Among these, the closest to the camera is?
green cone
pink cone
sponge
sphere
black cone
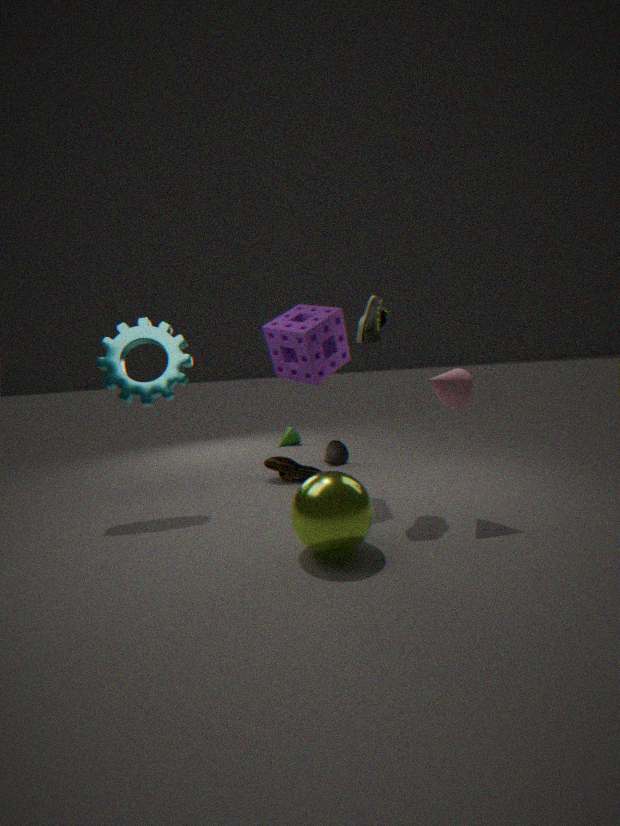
sphere
